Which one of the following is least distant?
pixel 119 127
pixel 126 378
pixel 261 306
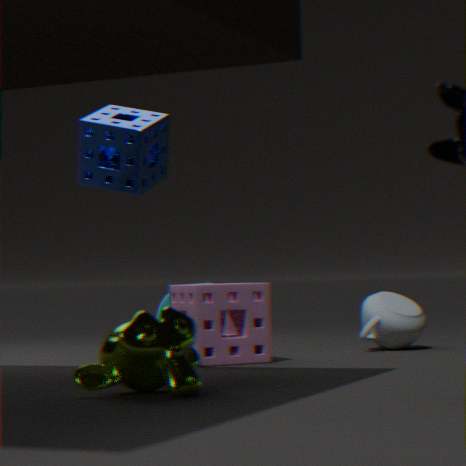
pixel 126 378
